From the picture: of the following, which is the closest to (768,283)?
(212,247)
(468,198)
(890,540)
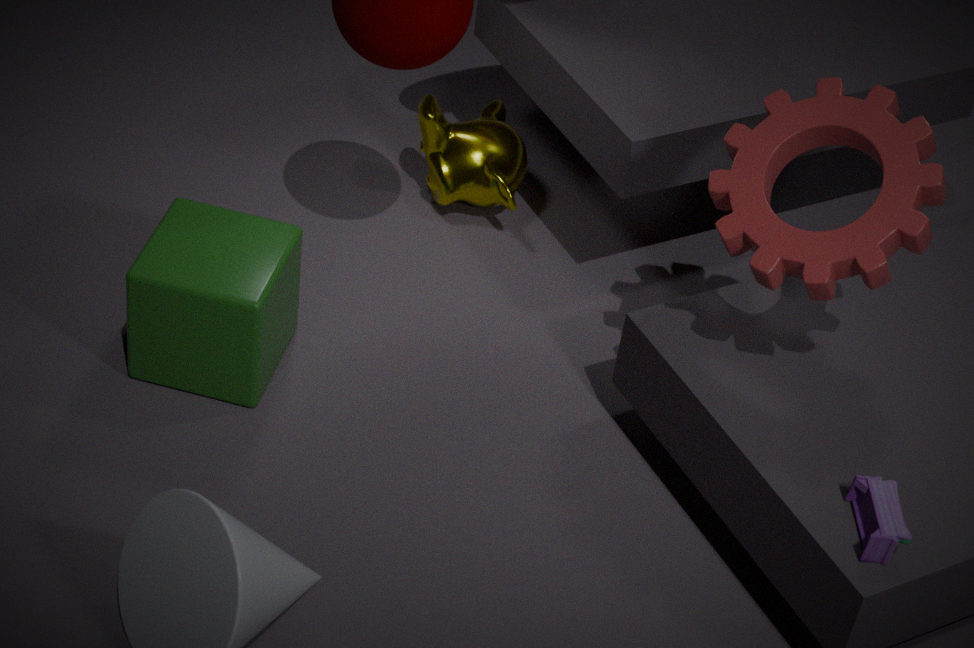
(890,540)
